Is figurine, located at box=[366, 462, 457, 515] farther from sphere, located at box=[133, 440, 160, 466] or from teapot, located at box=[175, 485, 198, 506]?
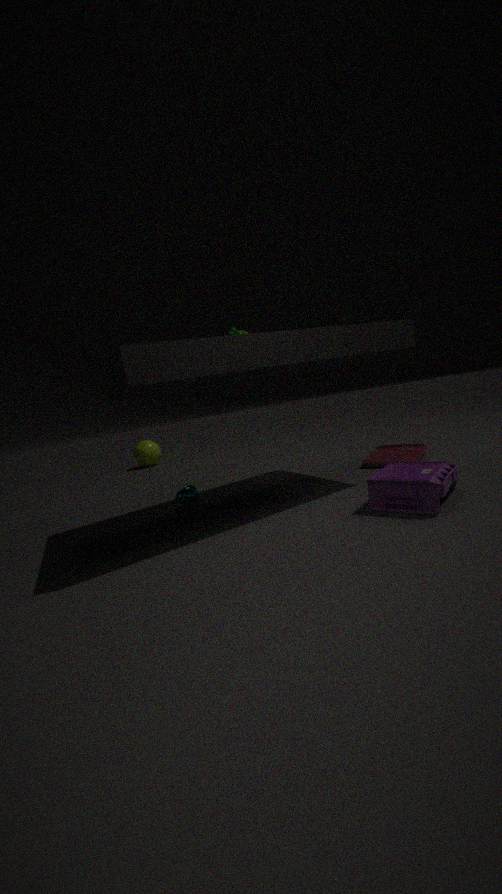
sphere, located at box=[133, 440, 160, 466]
